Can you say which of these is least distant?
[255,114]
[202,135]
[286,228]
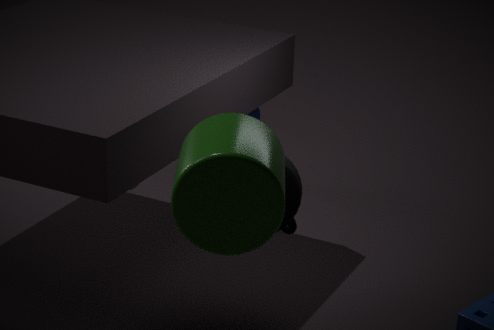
[202,135]
